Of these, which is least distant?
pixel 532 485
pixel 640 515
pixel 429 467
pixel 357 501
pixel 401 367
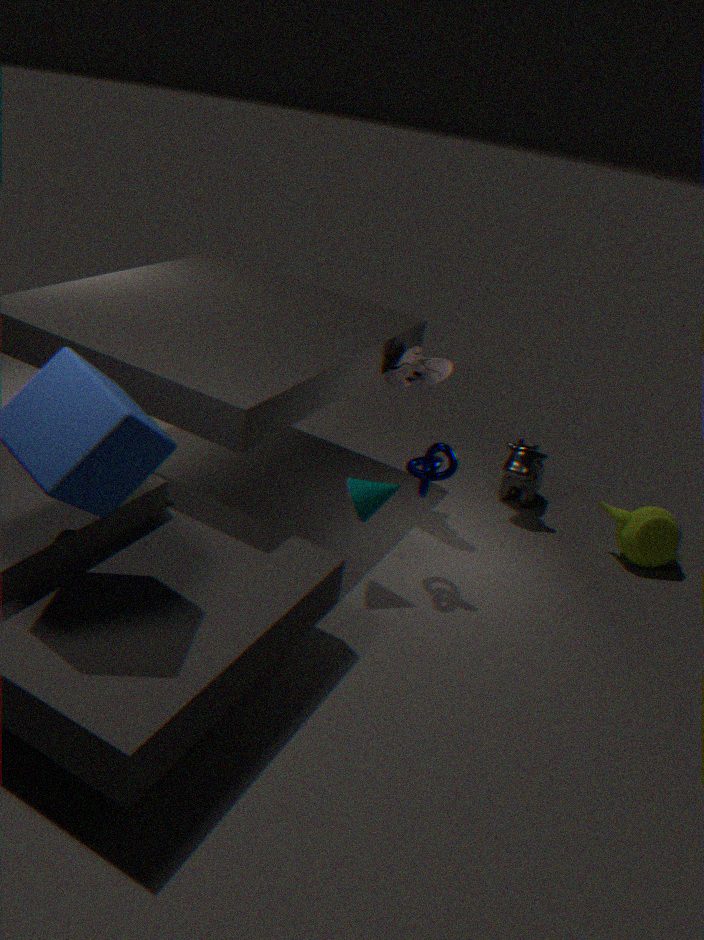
pixel 357 501
